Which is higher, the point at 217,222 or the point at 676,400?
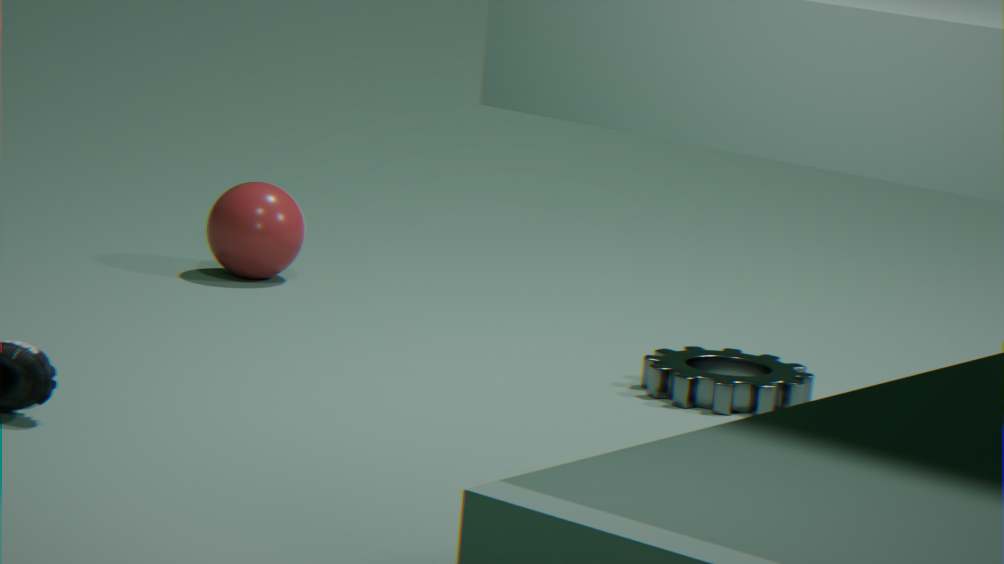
the point at 217,222
